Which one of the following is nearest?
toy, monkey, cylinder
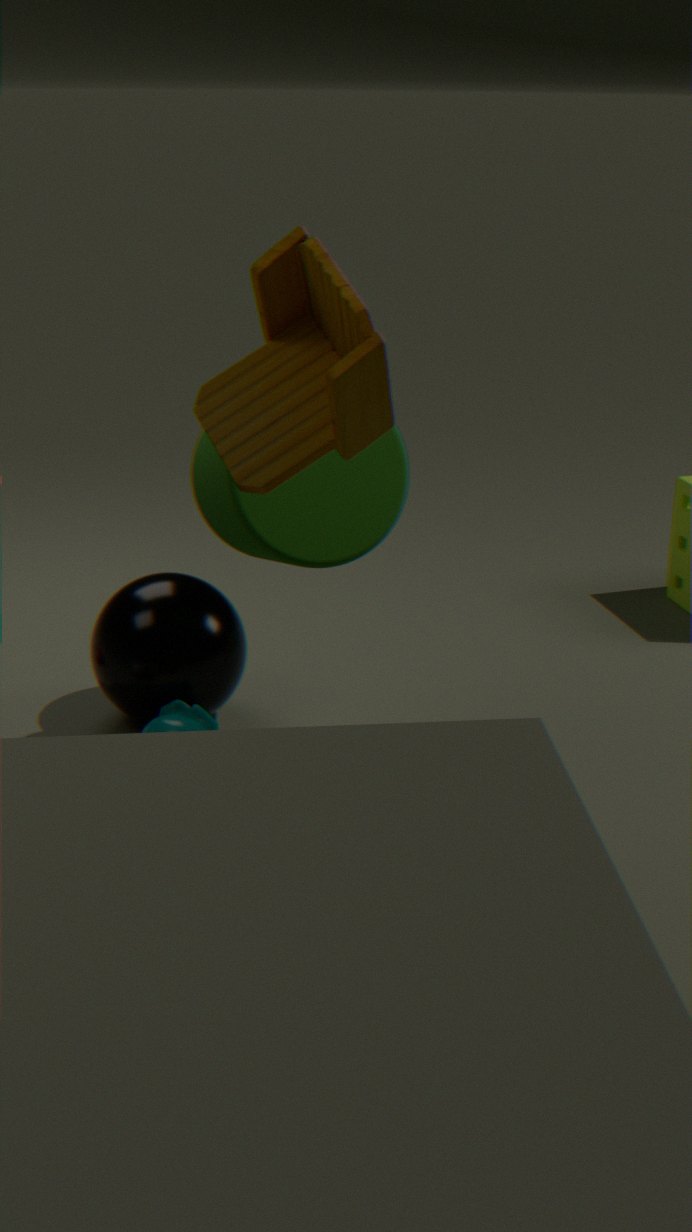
toy
